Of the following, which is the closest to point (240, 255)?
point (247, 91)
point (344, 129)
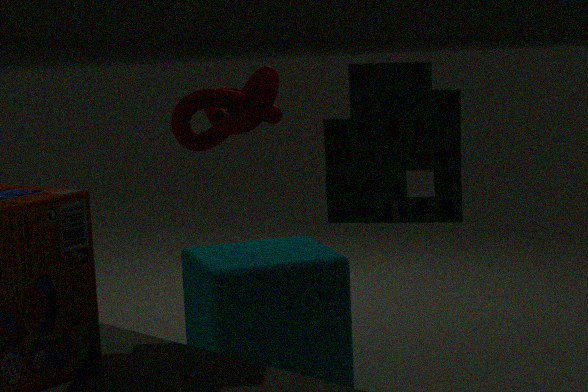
point (247, 91)
